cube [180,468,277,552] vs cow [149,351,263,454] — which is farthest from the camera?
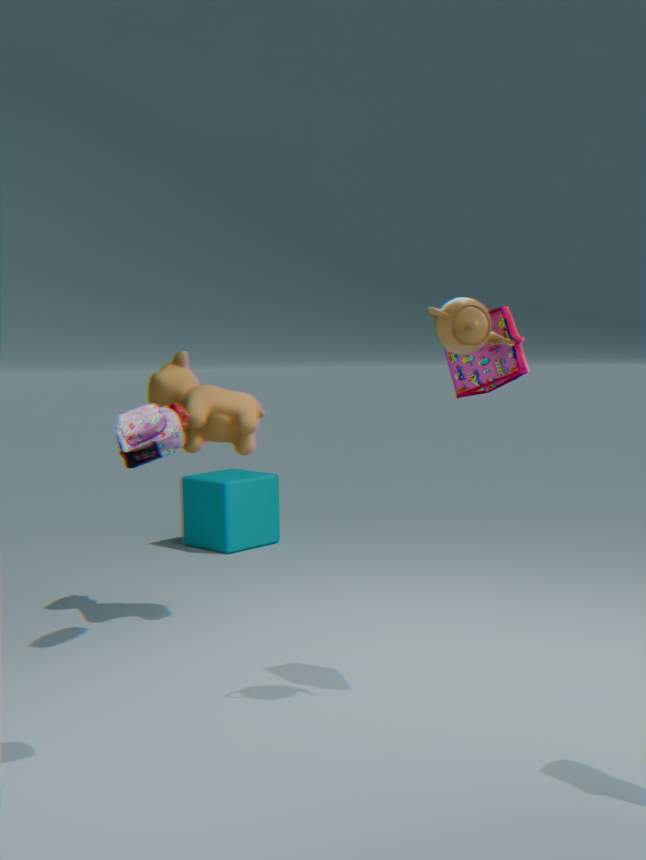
cube [180,468,277,552]
